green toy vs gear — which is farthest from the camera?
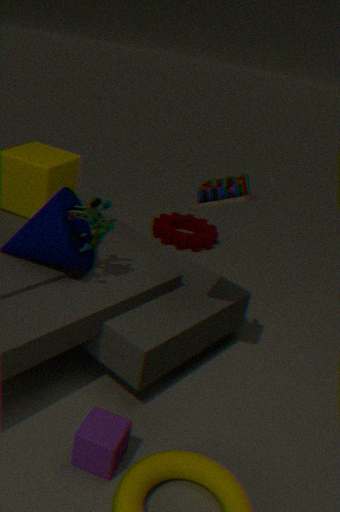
gear
